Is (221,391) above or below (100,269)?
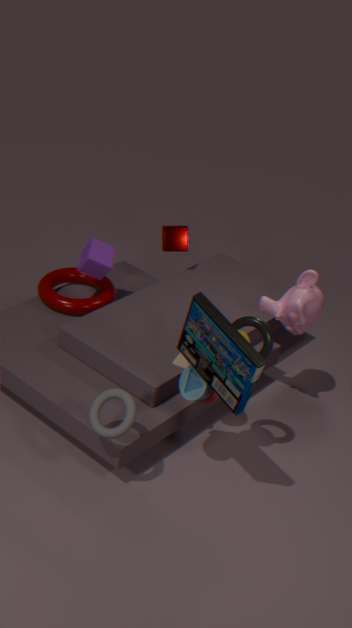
above
